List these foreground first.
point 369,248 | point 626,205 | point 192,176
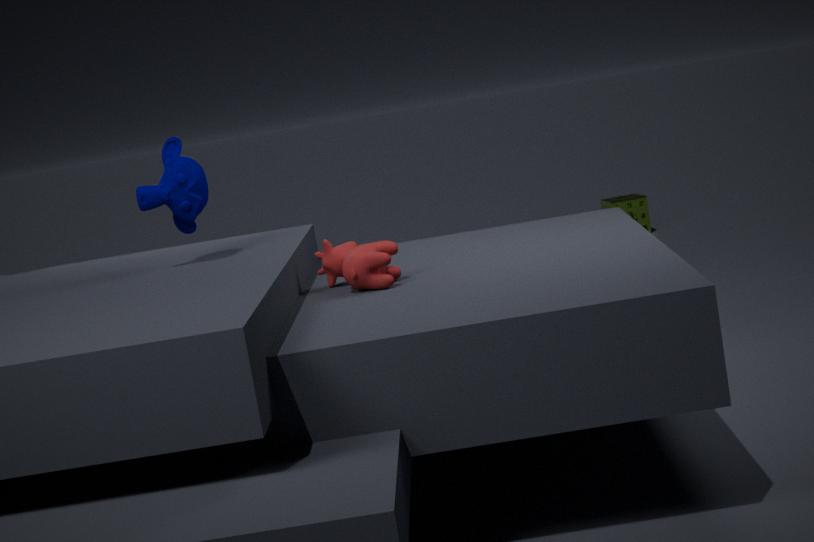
point 369,248 < point 192,176 < point 626,205
